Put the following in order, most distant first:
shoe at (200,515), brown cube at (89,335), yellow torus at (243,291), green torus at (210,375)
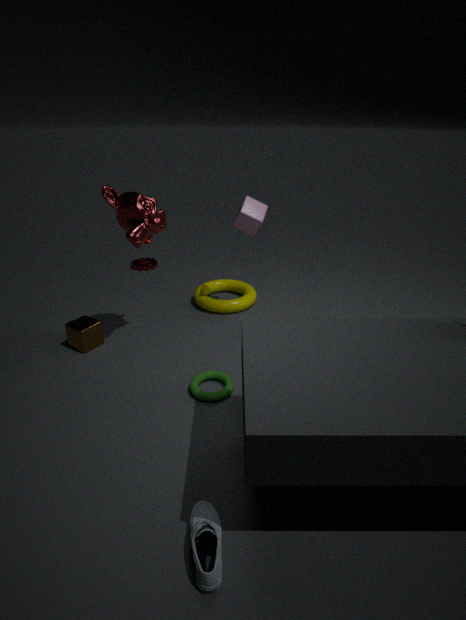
yellow torus at (243,291) < brown cube at (89,335) < green torus at (210,375) < shoe at (200,515)
